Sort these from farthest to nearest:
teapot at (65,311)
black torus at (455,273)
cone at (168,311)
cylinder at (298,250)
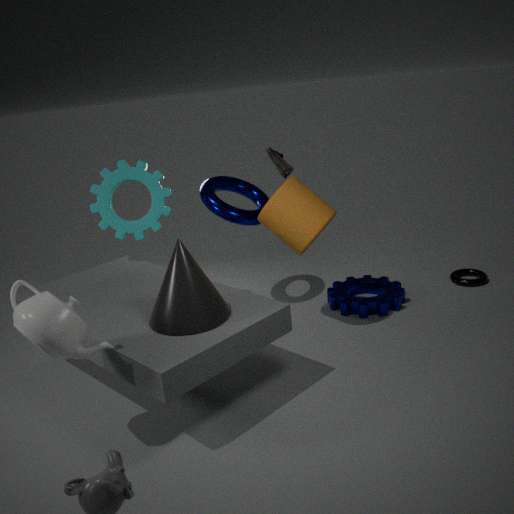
1. black torus at (455,273)
2. cylinder at (298,250)
3. cone at (168,311)
4. teapot at (65,311)
